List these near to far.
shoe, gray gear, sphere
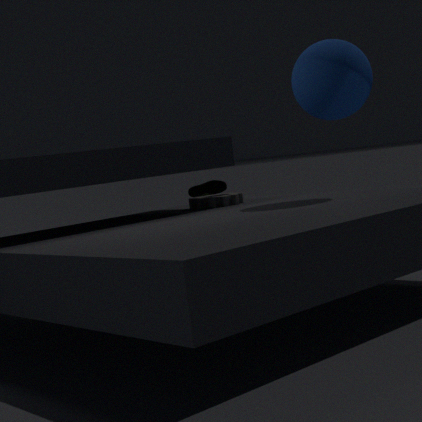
sphere
gray gear
shoe
